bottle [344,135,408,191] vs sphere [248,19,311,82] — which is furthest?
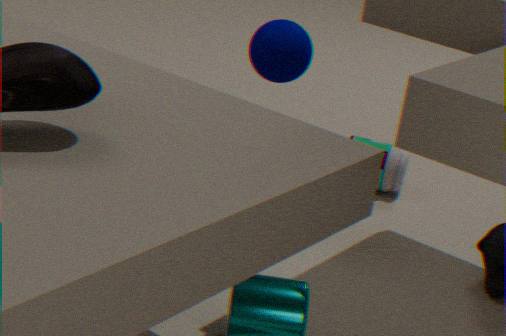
bottle [344,135,408,191]
